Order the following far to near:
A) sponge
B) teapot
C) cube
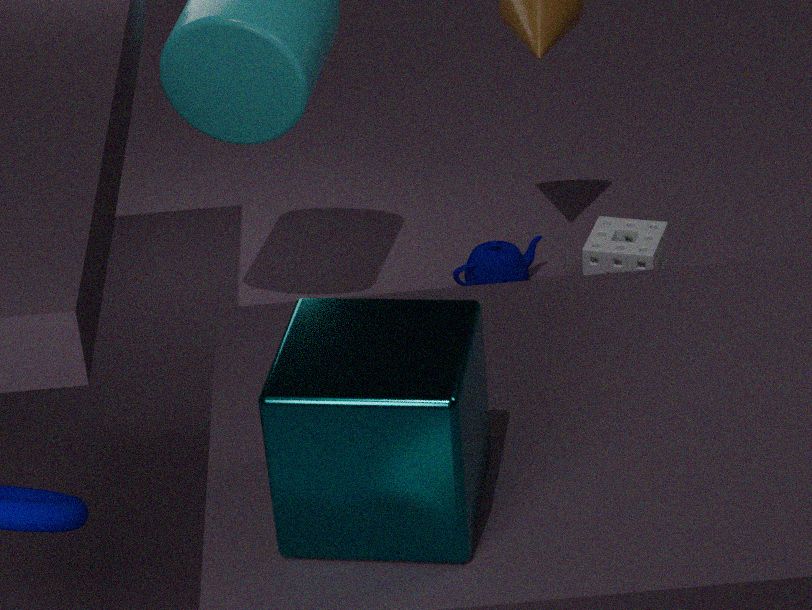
1. teapot
2. sponge
3. cube
